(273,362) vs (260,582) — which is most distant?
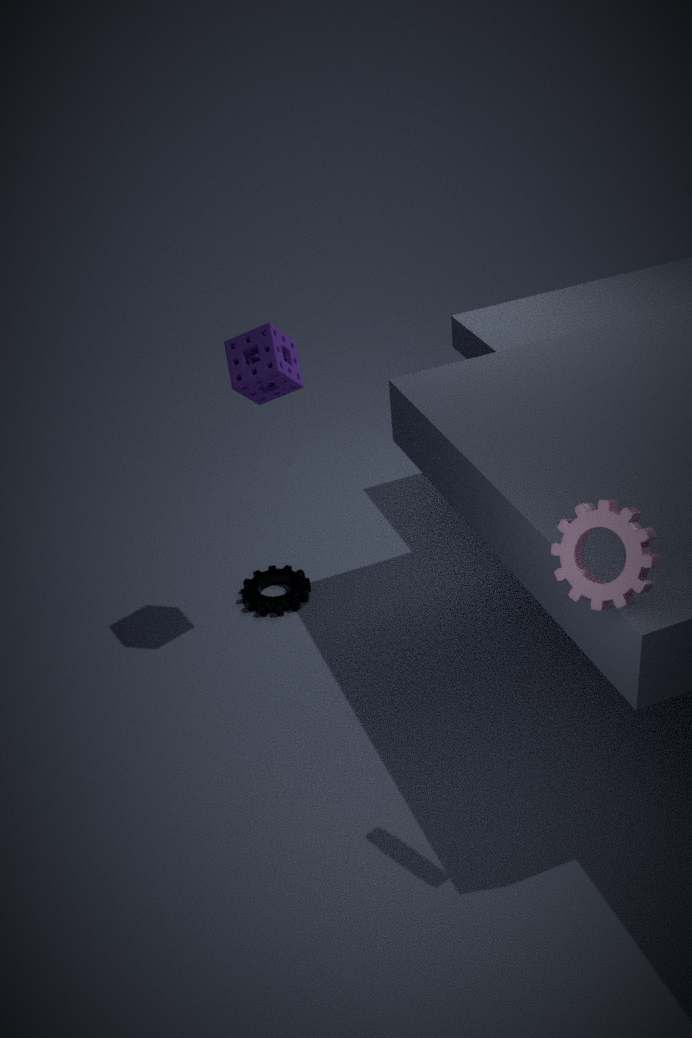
(260,582)
